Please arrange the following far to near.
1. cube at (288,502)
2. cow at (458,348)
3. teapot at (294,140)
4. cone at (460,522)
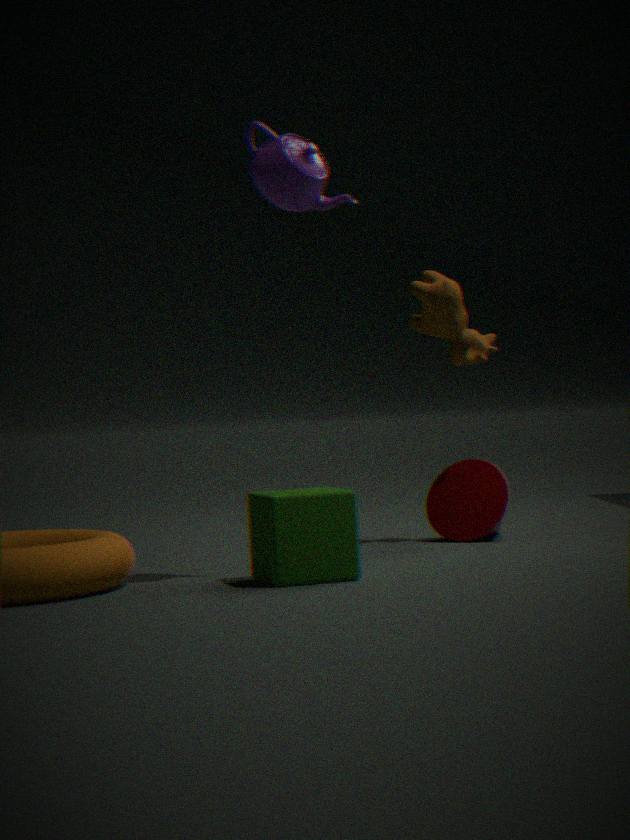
cone at (460,522), cow at (458,348), teapot at (294,140), cube at (288,502)
